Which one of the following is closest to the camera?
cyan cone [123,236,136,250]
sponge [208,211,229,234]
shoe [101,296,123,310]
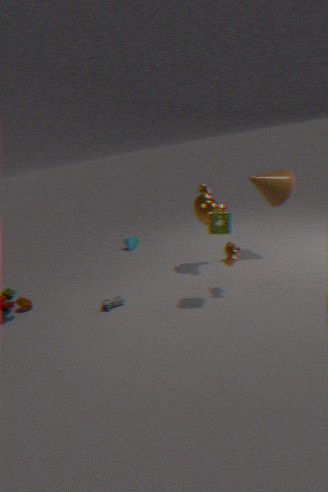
sponge [208,211,229,234]
